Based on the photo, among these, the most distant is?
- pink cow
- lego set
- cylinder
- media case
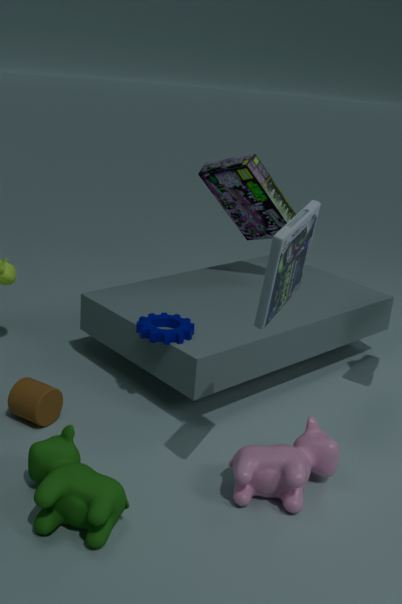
lego set
